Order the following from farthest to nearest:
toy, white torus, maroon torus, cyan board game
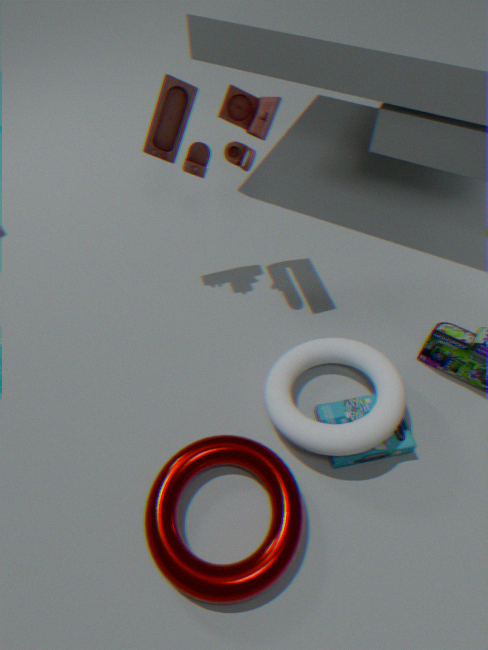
toy → cyan board game → white torus → maroon torus
